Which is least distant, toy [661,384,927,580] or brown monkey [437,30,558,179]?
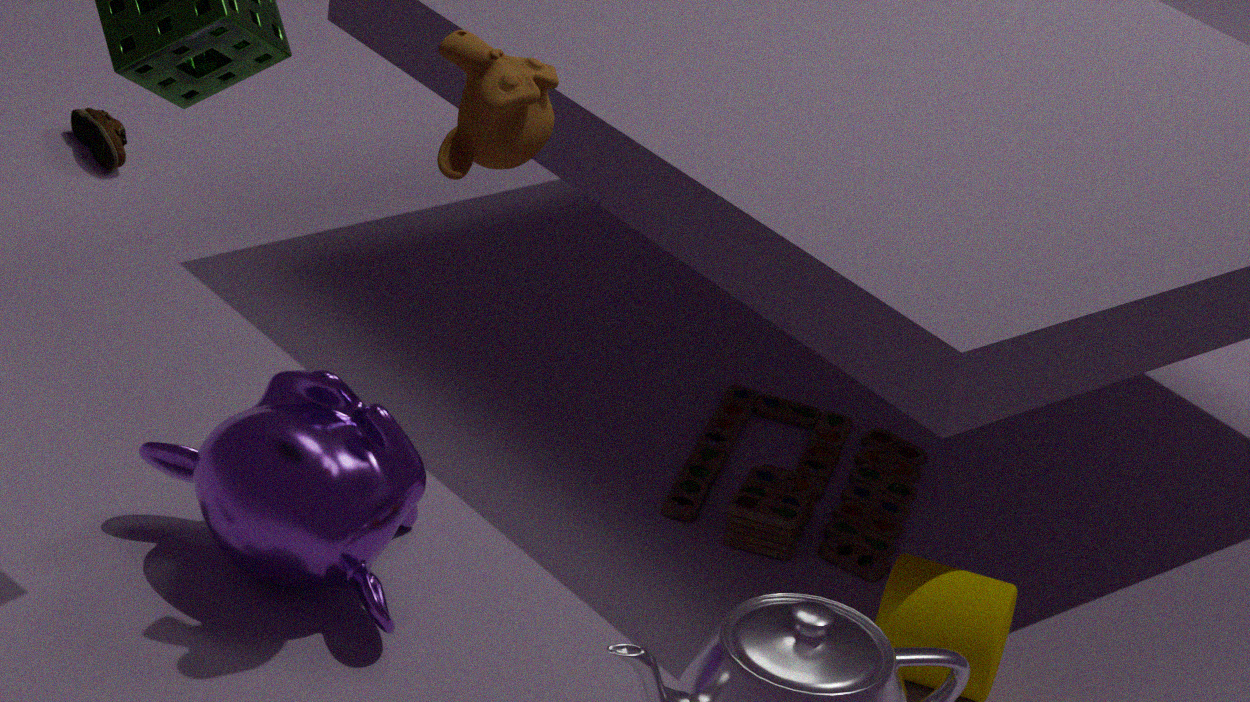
brown monkey [437,30,558,179]
